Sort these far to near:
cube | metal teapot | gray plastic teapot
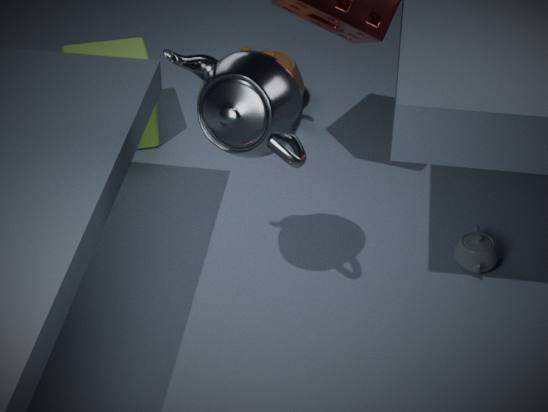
cube → gray plastic teapot → metal teapot
